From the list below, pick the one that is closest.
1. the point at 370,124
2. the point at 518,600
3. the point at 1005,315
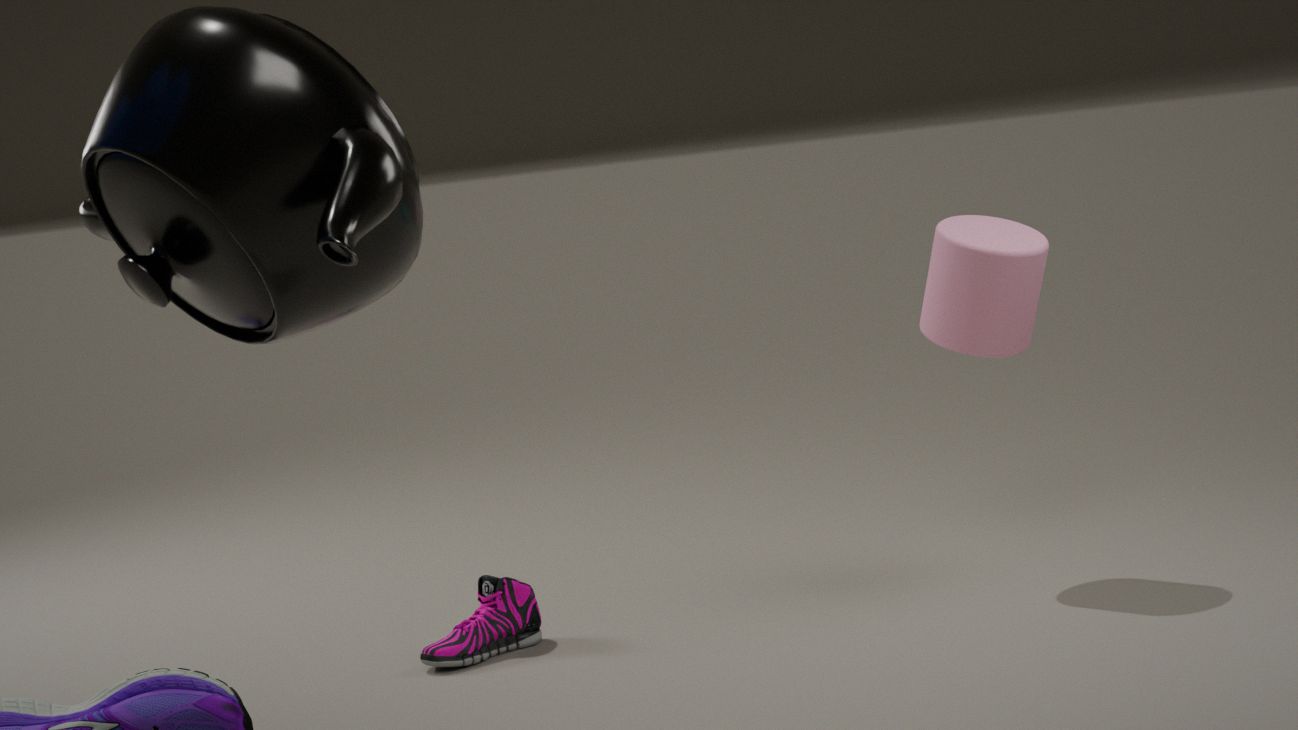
the point at 370,124
